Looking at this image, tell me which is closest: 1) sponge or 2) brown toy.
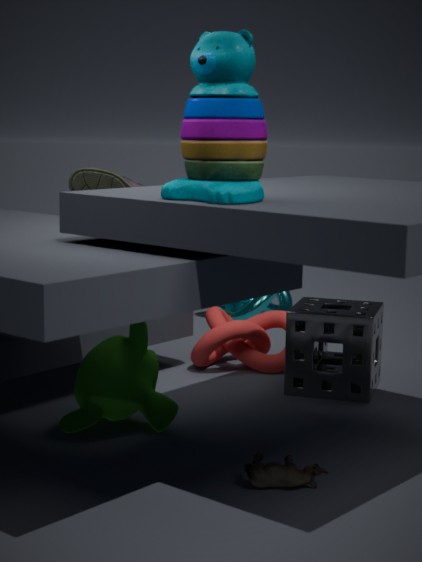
2. brown toy
